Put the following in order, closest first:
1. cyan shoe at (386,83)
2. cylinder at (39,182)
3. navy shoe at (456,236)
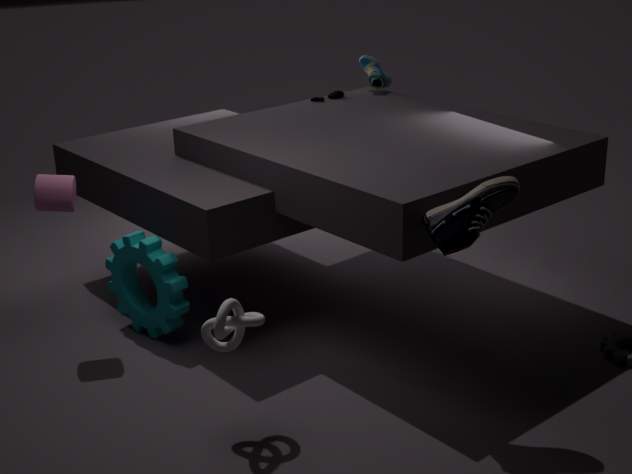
1. navy shoe at (456,236)
2. cylinder at (39,182)
3. cyan shoe at (386,83)
